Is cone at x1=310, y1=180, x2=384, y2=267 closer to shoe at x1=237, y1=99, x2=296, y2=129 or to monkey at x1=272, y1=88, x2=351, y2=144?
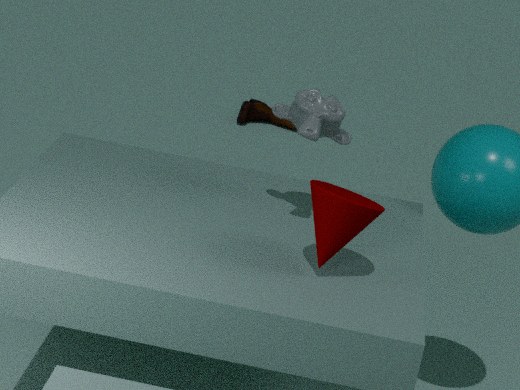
monkey at x1=272, y1=88, x2=351, y2=144
